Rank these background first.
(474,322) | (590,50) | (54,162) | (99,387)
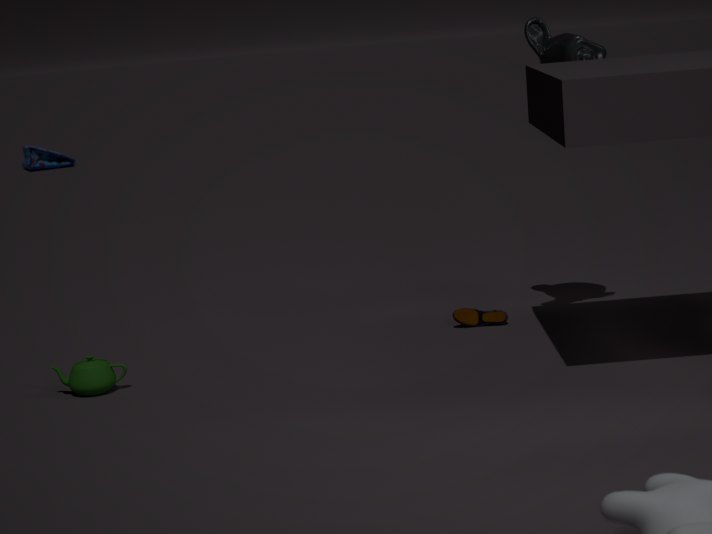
(54,162) < (474,322) < (590,50) < (99,387)
